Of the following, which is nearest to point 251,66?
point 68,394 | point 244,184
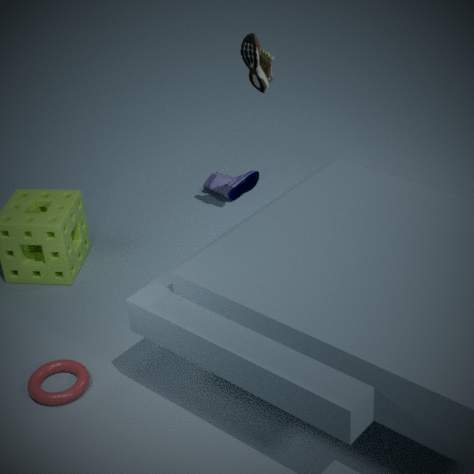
point 244,184
